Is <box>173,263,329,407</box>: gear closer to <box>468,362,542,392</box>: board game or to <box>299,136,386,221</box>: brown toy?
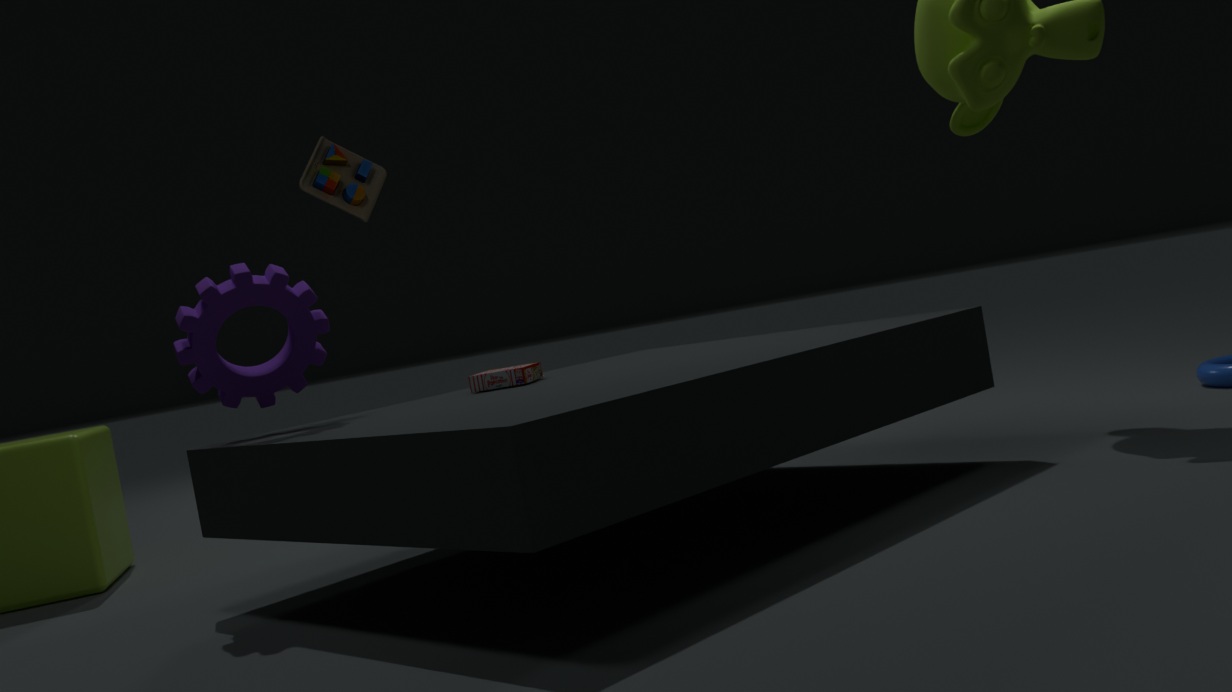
<box>468,362,542,392</box>: board game
